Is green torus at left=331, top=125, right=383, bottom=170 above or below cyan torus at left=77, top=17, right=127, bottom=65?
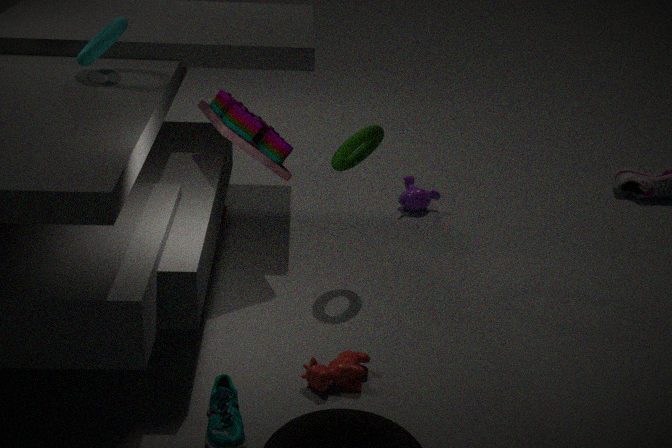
below
